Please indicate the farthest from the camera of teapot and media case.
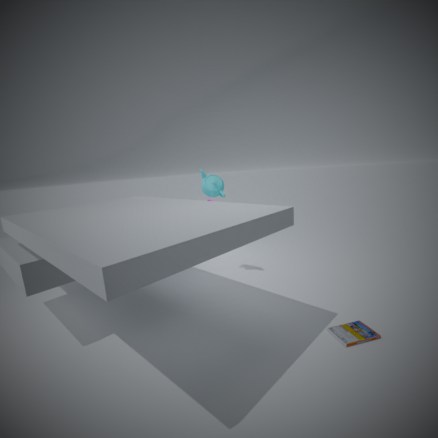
teapot
